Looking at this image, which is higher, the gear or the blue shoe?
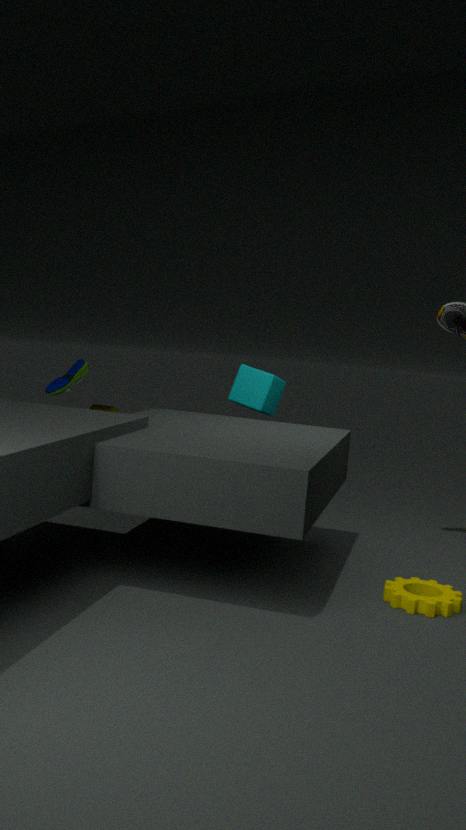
the blue shoe
